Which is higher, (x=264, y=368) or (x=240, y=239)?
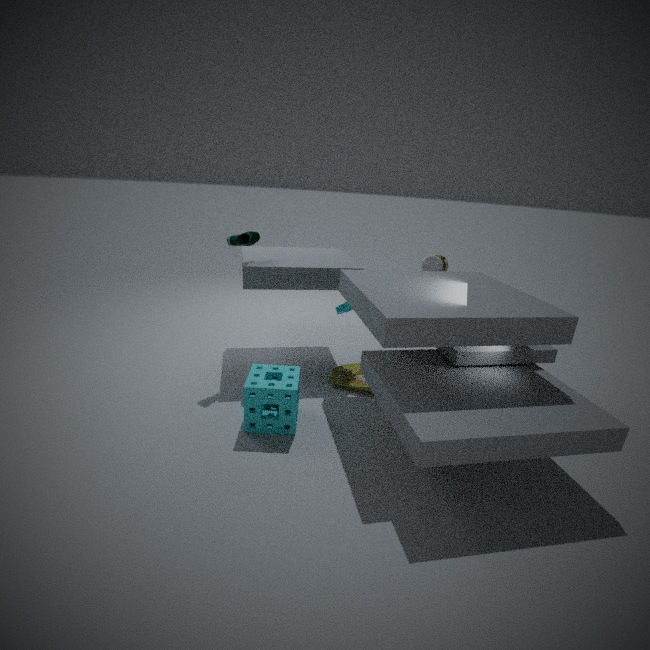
(x=240, y=239)
